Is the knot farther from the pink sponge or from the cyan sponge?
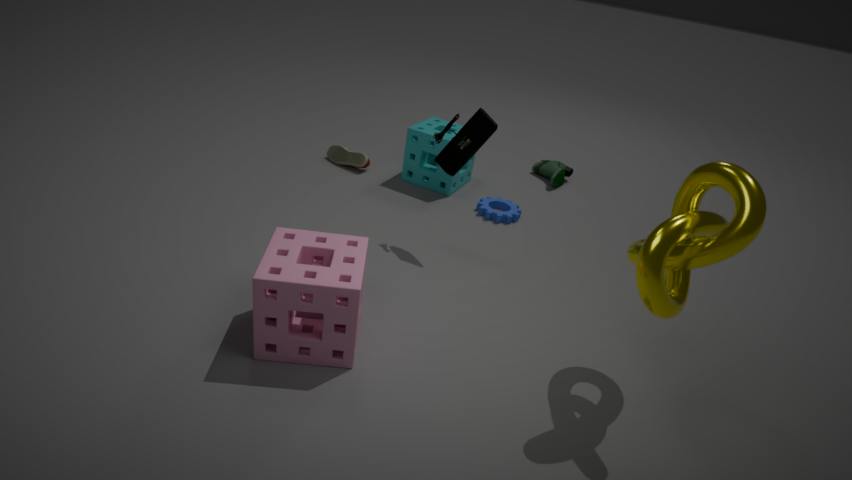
the cyan sponge
